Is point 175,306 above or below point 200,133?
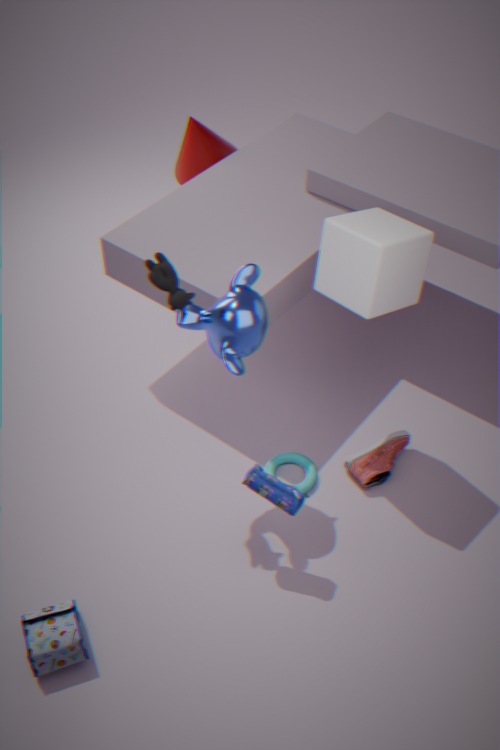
above
